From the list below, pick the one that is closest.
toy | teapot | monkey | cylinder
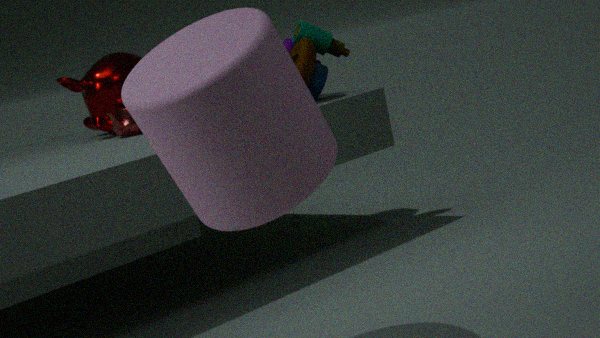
cylinder
